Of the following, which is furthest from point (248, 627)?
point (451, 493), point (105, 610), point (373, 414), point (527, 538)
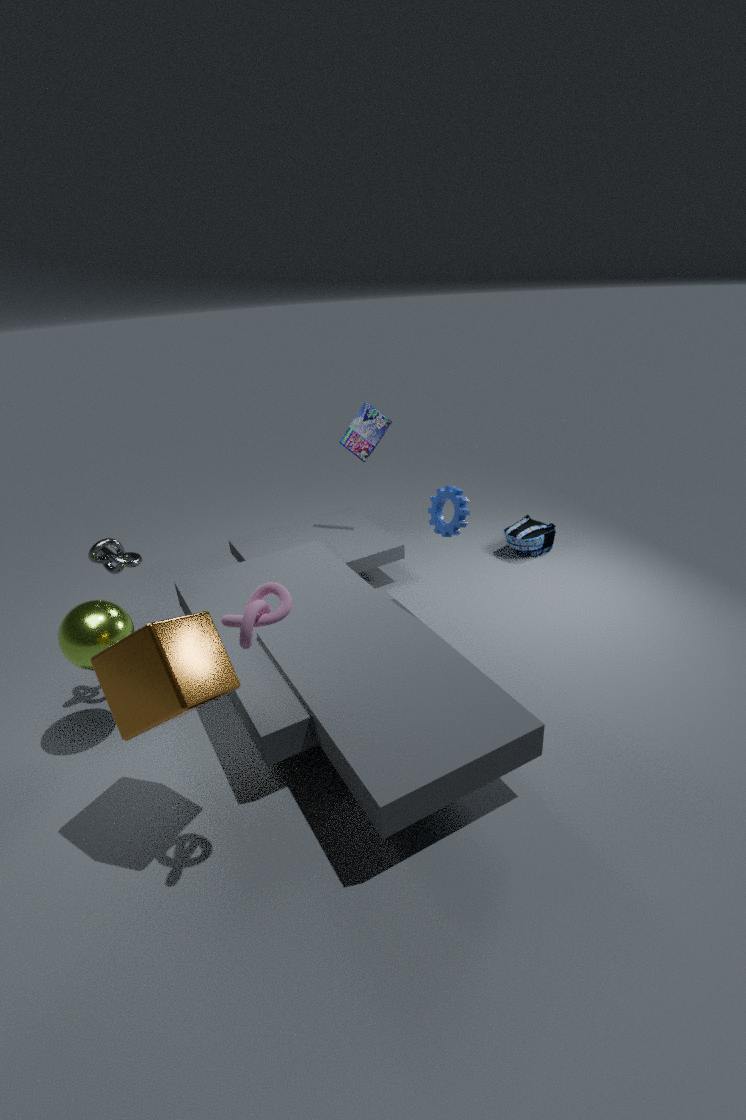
point (527, 538)
